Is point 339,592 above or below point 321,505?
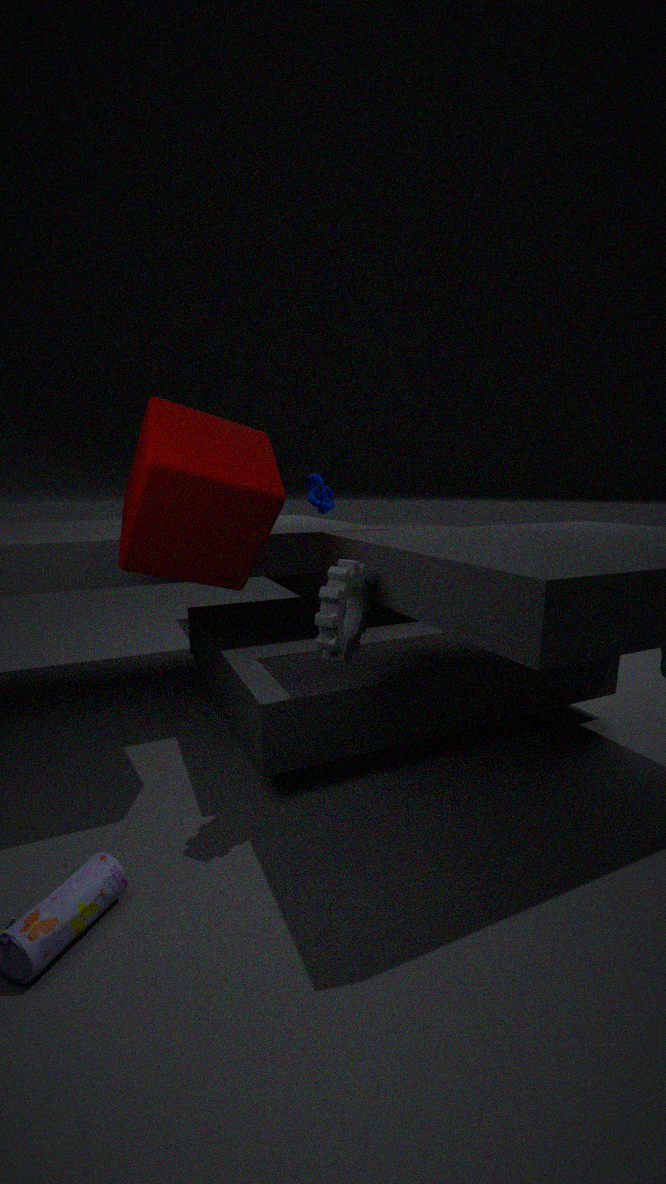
below
